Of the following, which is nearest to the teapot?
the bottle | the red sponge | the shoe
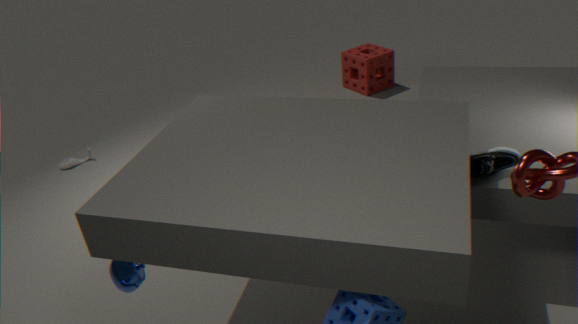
the shoe
